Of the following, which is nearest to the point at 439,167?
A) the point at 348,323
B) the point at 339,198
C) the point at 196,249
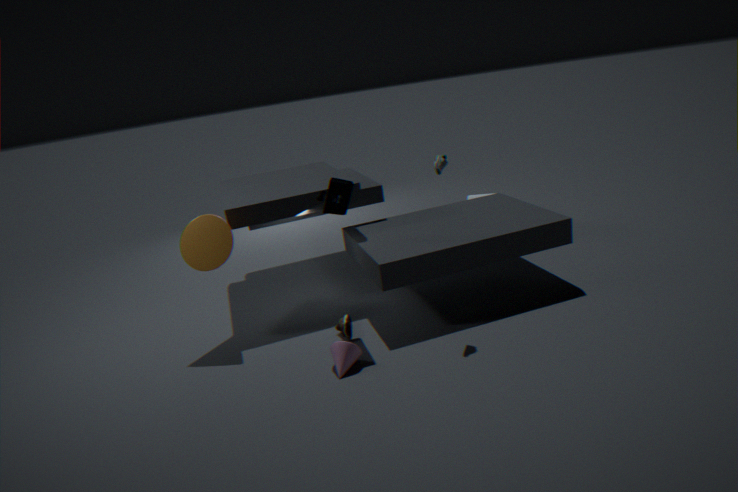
the point at 339,198
